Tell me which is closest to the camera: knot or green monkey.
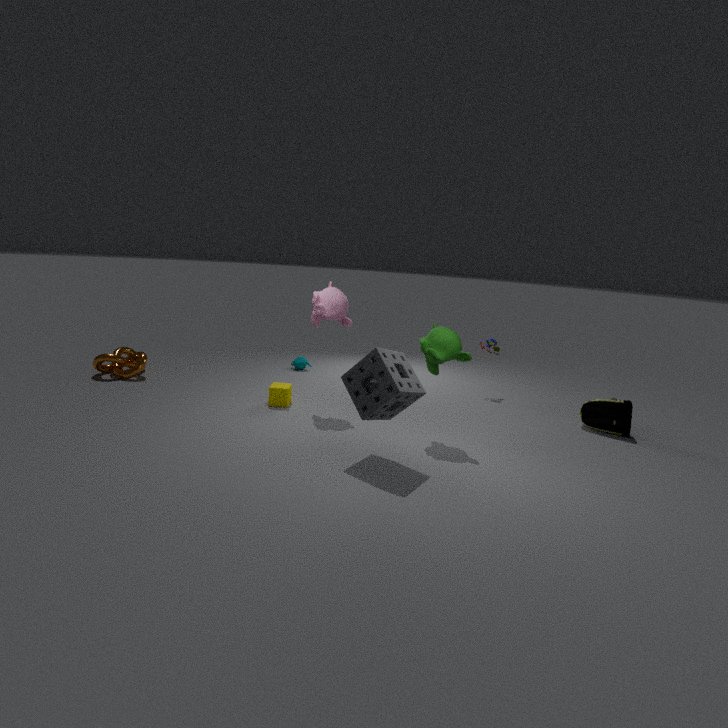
green monkey
